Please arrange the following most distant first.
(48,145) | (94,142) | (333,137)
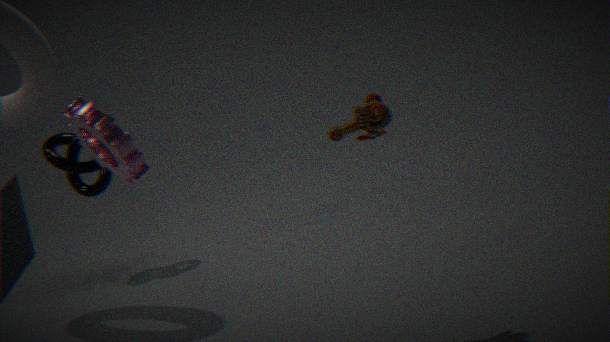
(48,145), (94,142), (333,137)
